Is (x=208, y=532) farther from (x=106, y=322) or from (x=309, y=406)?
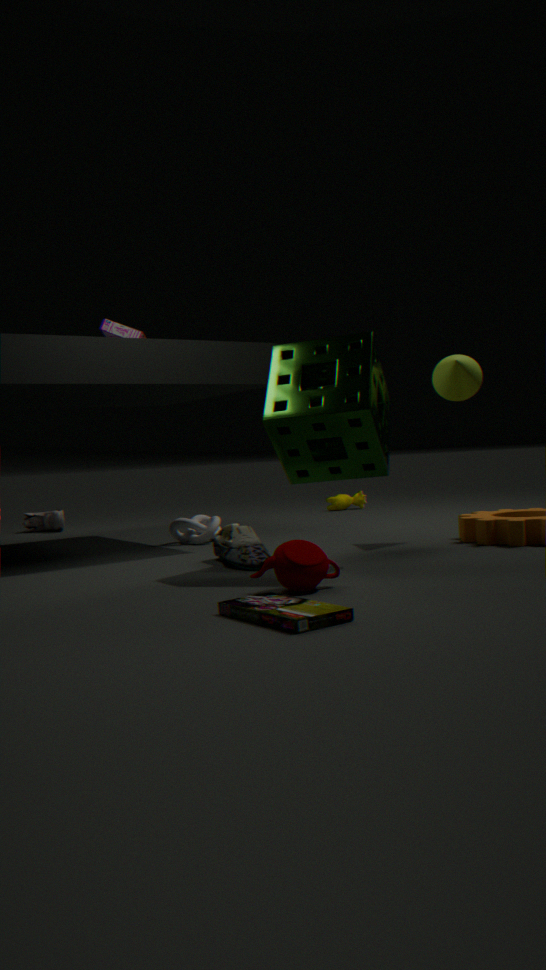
(x=309, y=406)
